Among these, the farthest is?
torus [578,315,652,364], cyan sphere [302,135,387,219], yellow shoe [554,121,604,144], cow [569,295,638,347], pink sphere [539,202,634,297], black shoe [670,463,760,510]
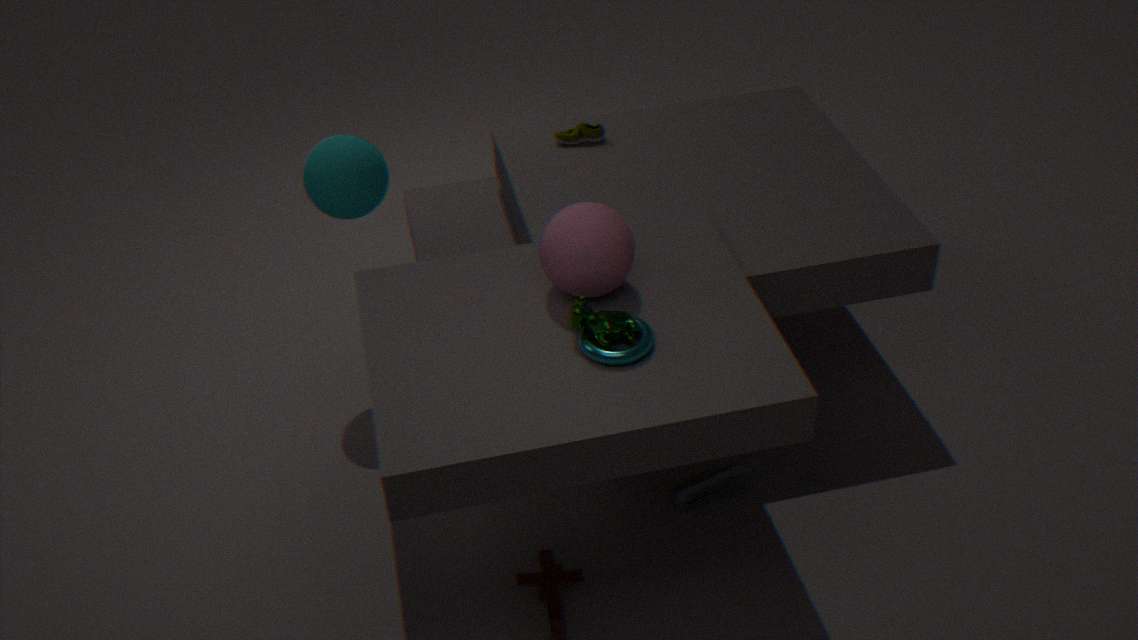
yellow shoe [554,121,604,144]
